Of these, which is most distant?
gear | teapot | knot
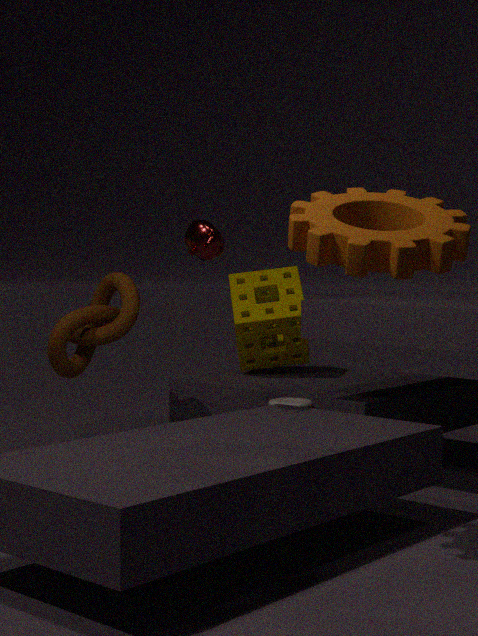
knot
